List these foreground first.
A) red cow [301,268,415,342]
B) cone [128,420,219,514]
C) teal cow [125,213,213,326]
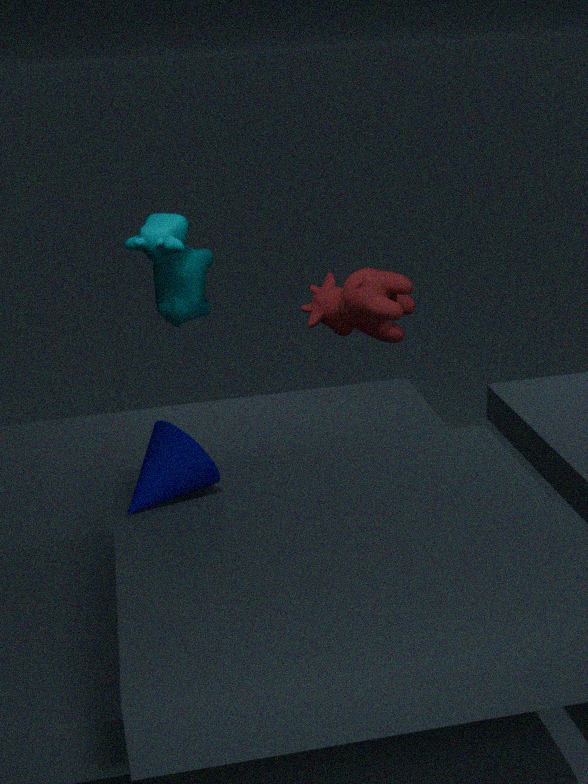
cone [128,420,219,514] < red cow [301,268,415,342] < teal cow [125,213,213,326]
